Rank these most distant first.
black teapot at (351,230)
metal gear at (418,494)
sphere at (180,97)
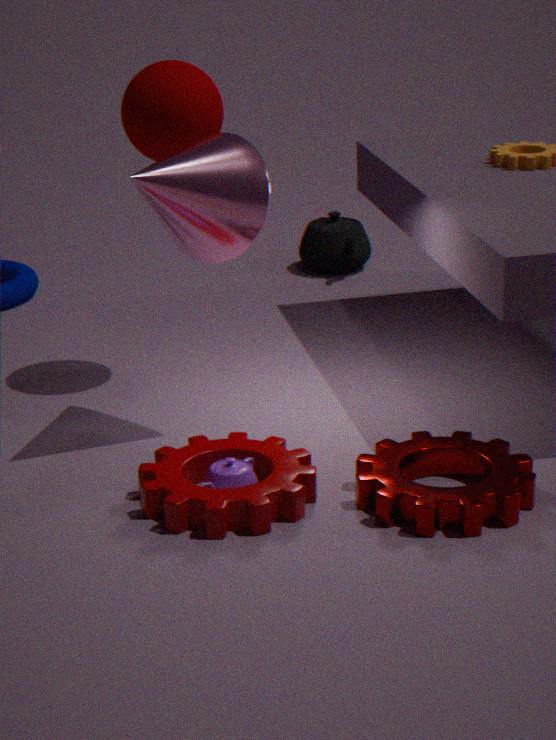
black teapot at (351,230) → sphere at (180,97) → metal gear at (418,494)
